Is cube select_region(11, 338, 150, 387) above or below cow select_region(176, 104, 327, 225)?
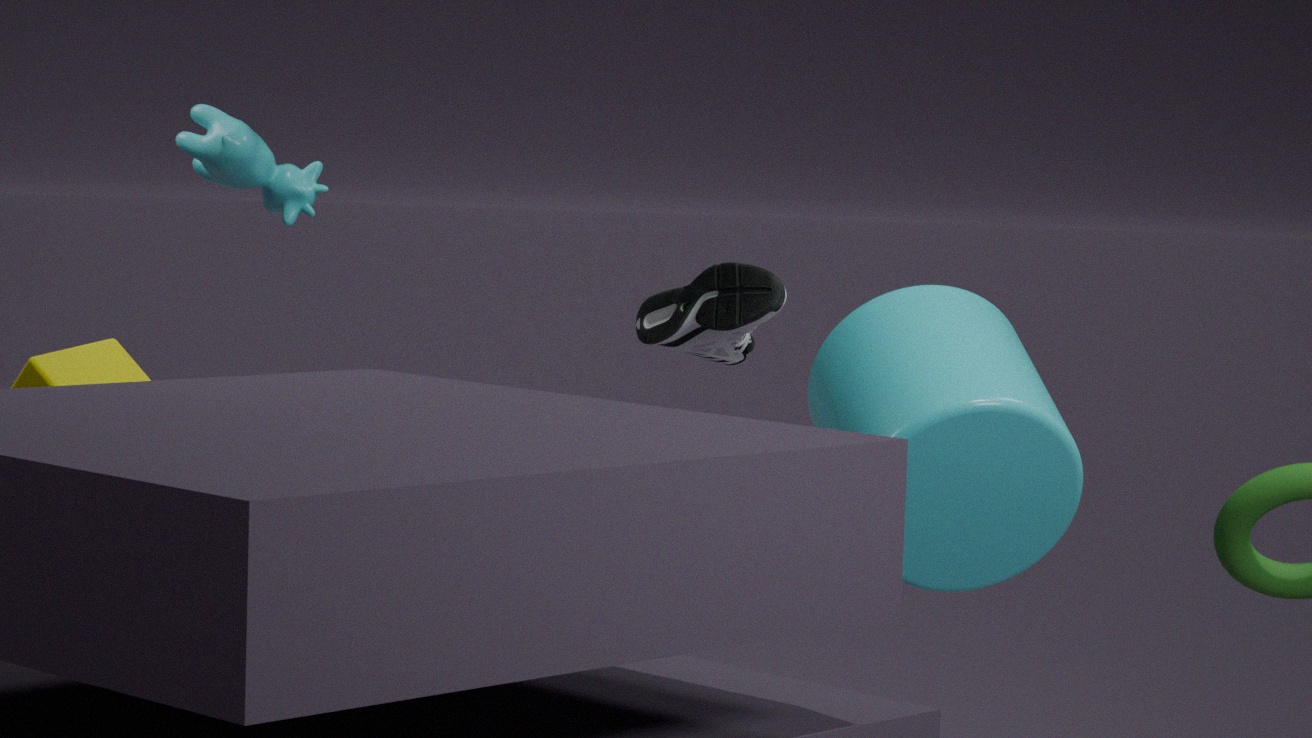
below
